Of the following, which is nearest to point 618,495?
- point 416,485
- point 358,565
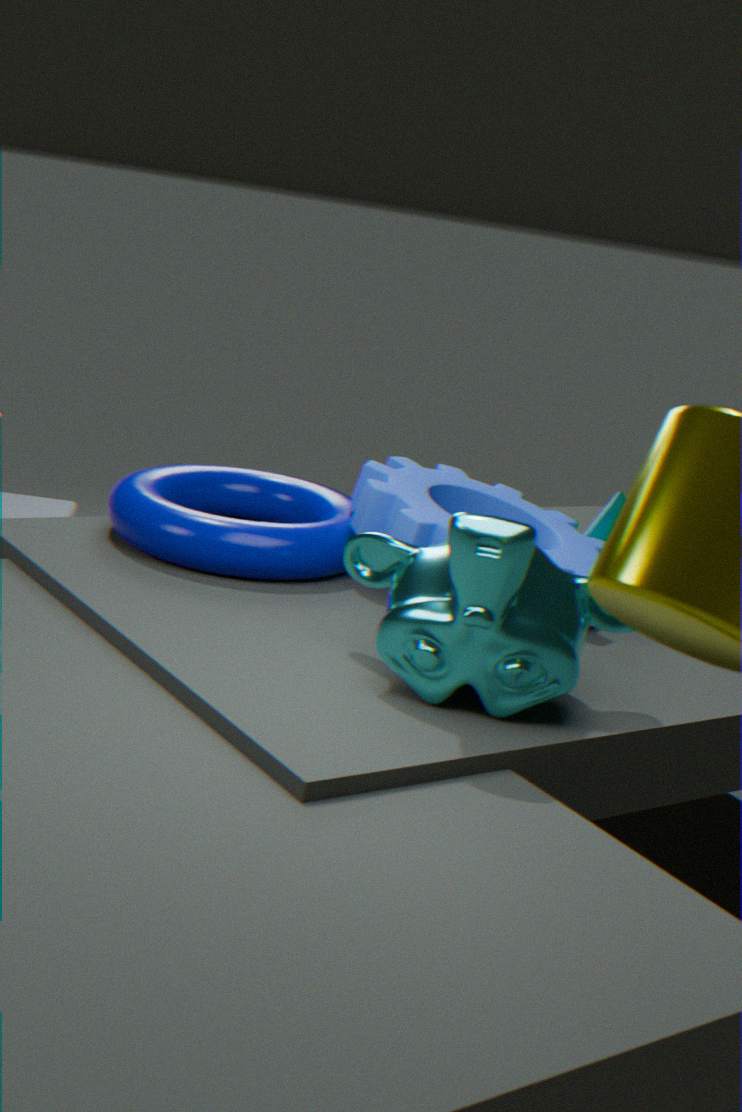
point 416,485
